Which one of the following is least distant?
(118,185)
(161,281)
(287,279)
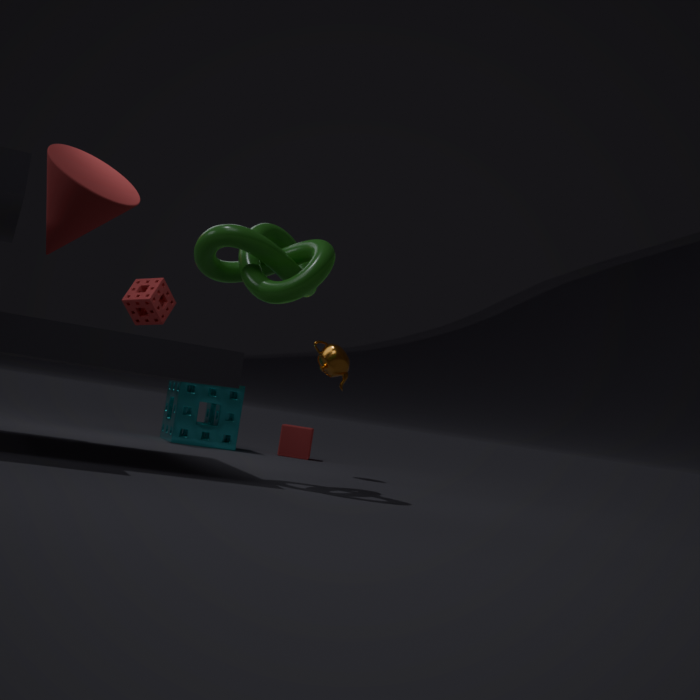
(287,279)
